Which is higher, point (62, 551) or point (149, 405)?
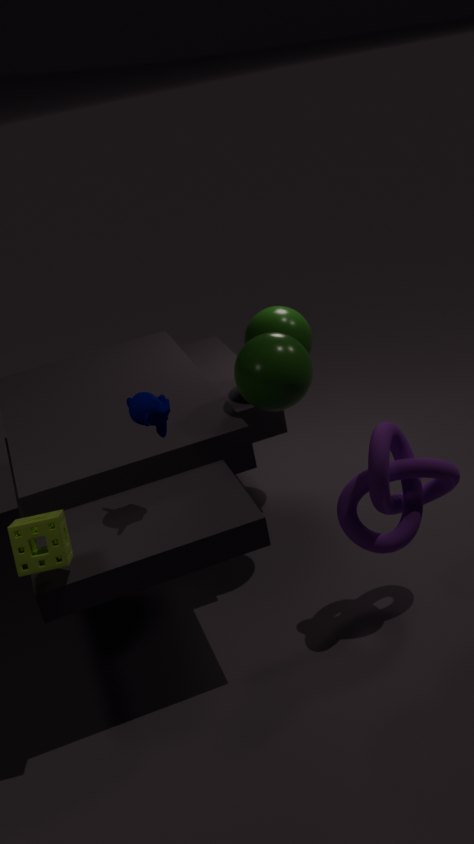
point (149, 405)
